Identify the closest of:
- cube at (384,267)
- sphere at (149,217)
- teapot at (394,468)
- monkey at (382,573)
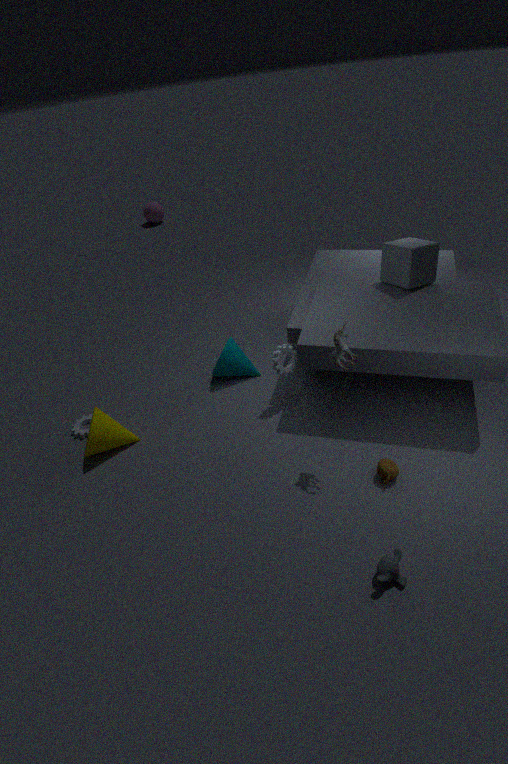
monkey at (382,573)
